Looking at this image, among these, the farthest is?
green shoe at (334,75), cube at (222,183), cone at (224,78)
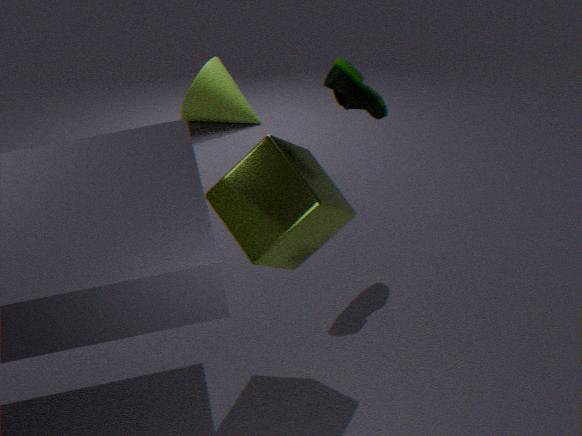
cone at (224,78)
